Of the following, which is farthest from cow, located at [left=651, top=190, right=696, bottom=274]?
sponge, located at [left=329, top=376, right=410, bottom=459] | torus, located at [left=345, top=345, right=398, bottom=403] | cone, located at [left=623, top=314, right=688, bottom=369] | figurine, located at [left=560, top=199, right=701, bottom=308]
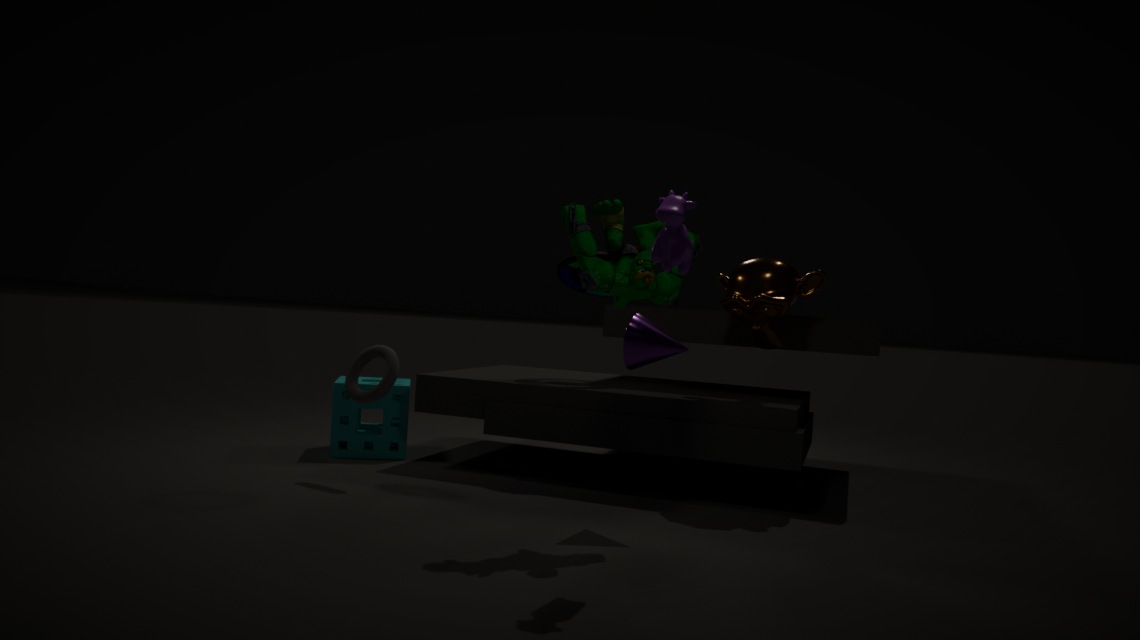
sponge, located at [left=329, top=376, right=410, bottom=459]
